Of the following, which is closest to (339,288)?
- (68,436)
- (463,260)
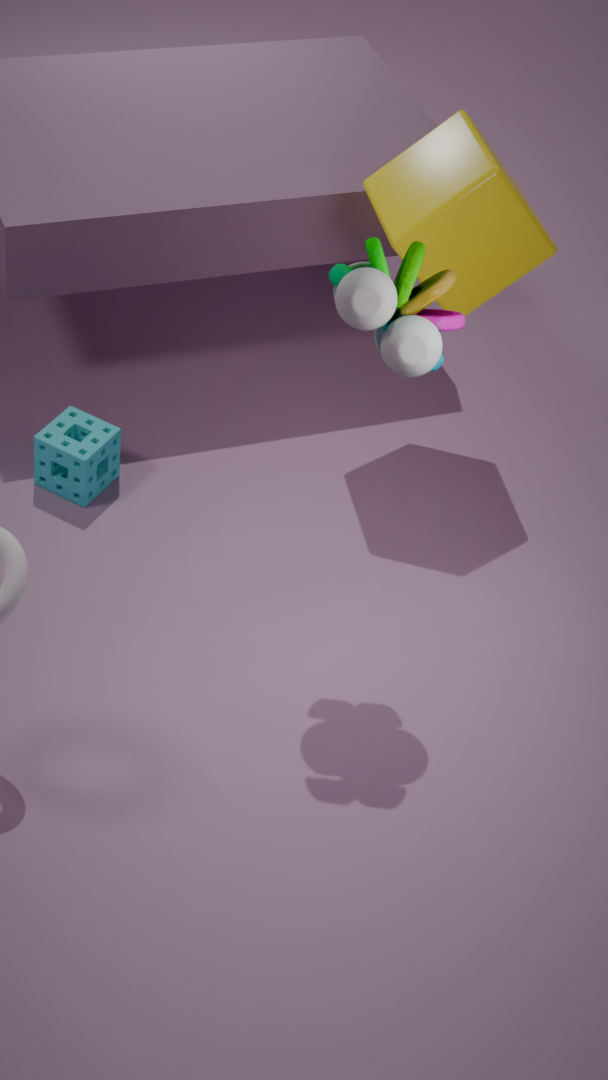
(463,260)
